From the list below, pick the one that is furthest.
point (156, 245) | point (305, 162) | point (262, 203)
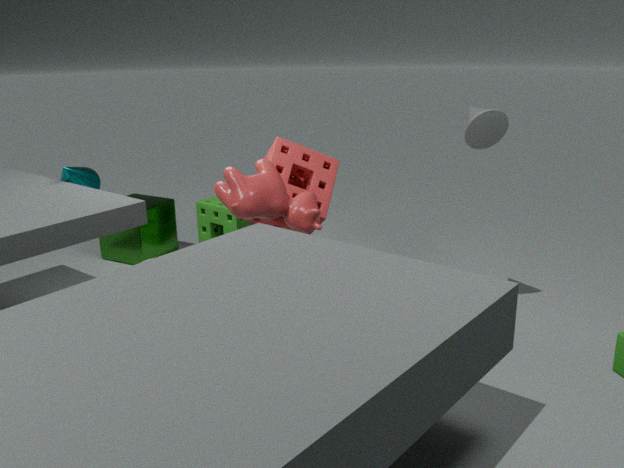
point (156, 245)
